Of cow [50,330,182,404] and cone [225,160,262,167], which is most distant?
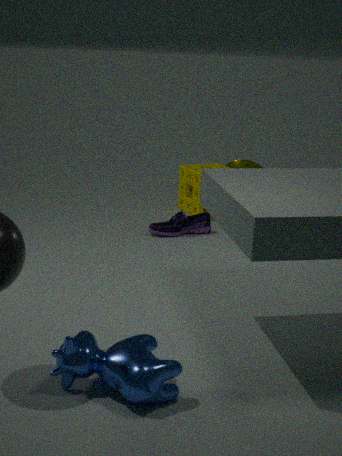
cone [225,160,262,167]
